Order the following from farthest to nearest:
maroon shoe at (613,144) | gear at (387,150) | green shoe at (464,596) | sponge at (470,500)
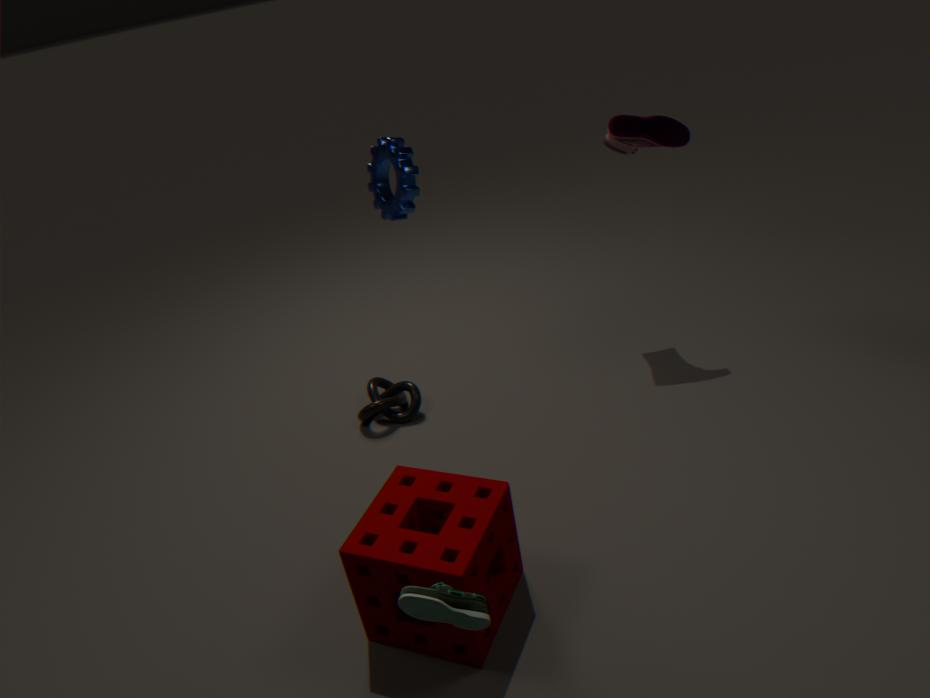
1. maroon shoe at (613,144)
2. gear at (387,150)
3. sponge at (470,500)
4. green shoe at (464,596)
